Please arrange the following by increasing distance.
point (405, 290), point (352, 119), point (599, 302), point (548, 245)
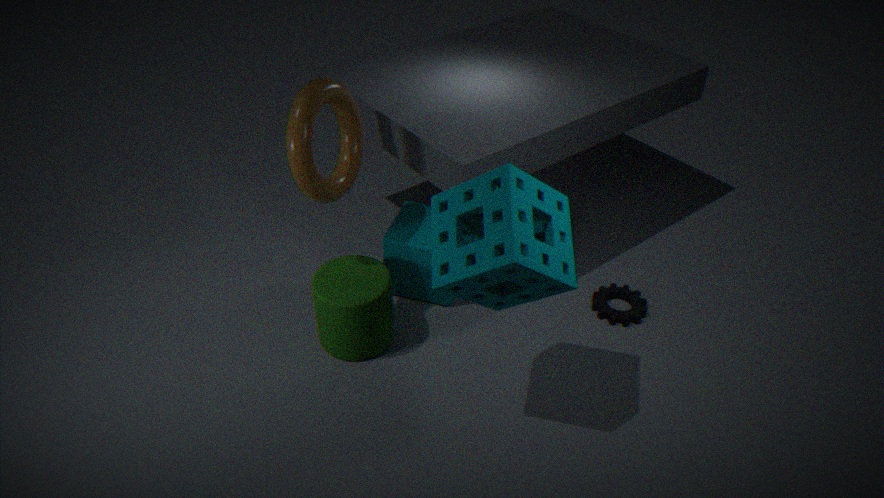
point (548, 245) → point (352, 119) → point (599, 302) → point (405, 290)
